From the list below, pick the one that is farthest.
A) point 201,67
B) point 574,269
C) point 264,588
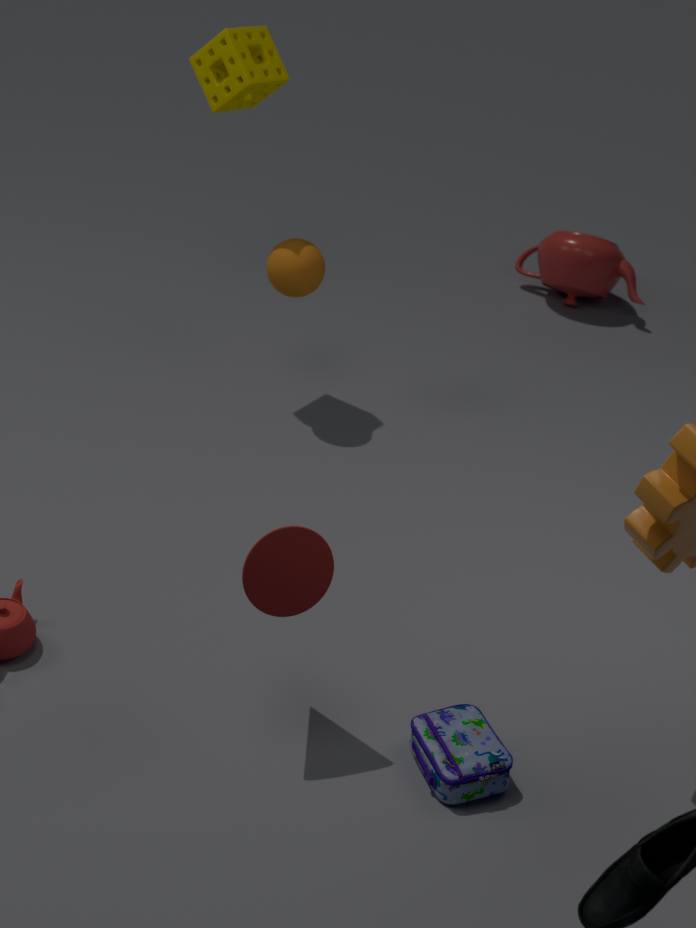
point 574,269
